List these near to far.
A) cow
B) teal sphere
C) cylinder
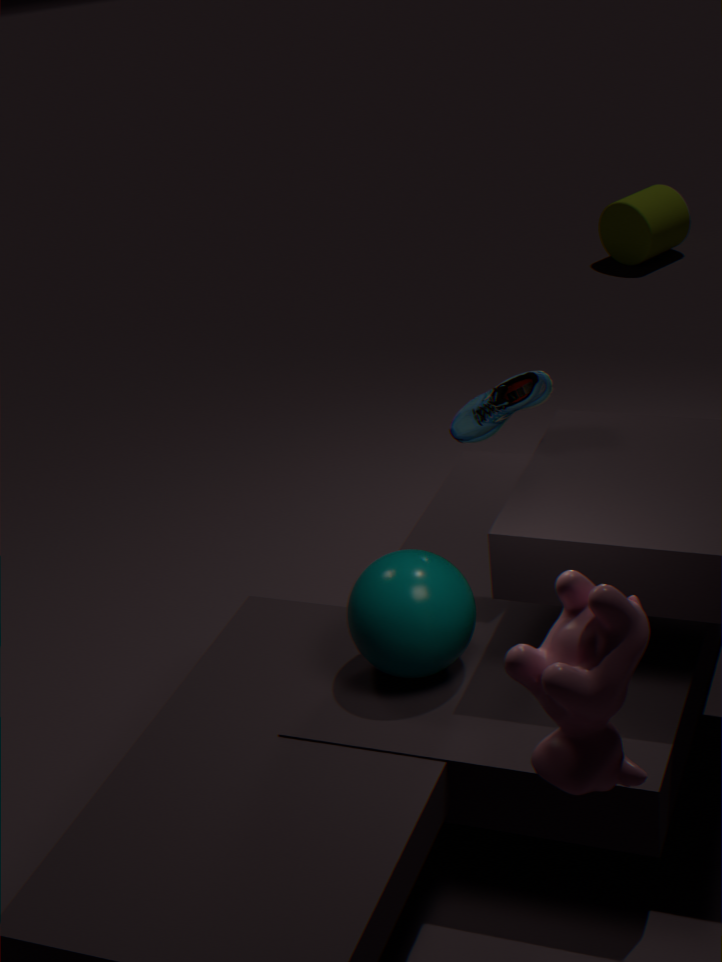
cow
teal sphere
cylinder
